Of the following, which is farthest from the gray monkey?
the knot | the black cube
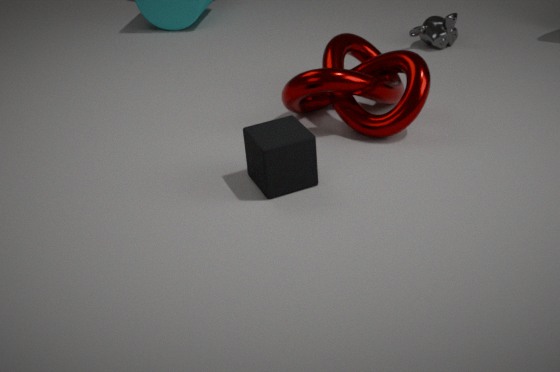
the black cube
